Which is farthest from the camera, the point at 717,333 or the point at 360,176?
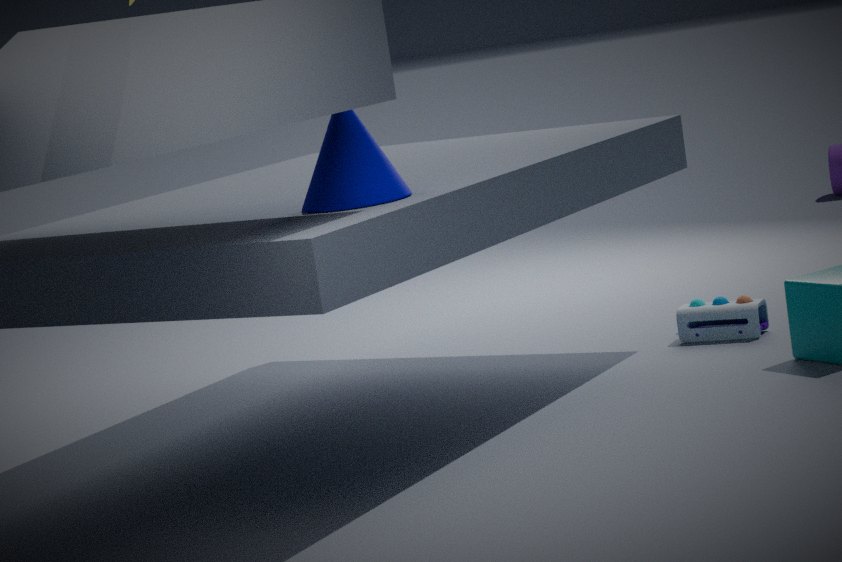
the point at 717,333
